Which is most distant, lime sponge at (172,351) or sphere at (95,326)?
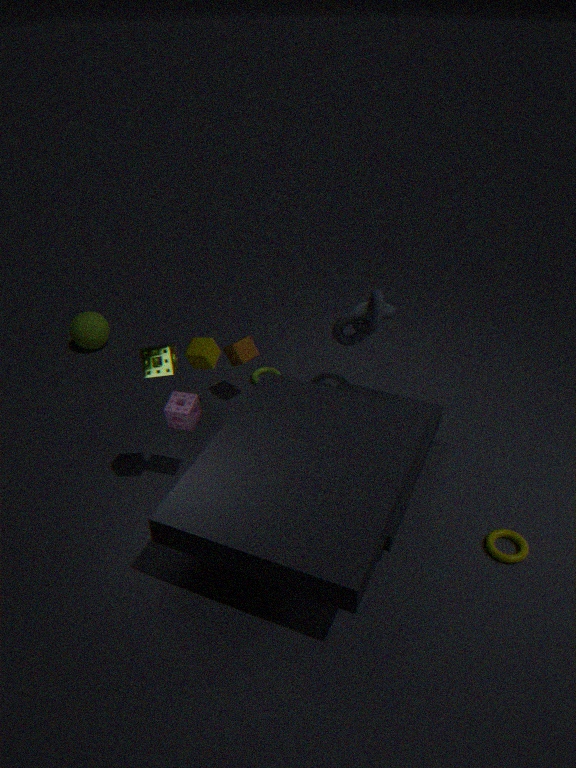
sphere at (95,326)
